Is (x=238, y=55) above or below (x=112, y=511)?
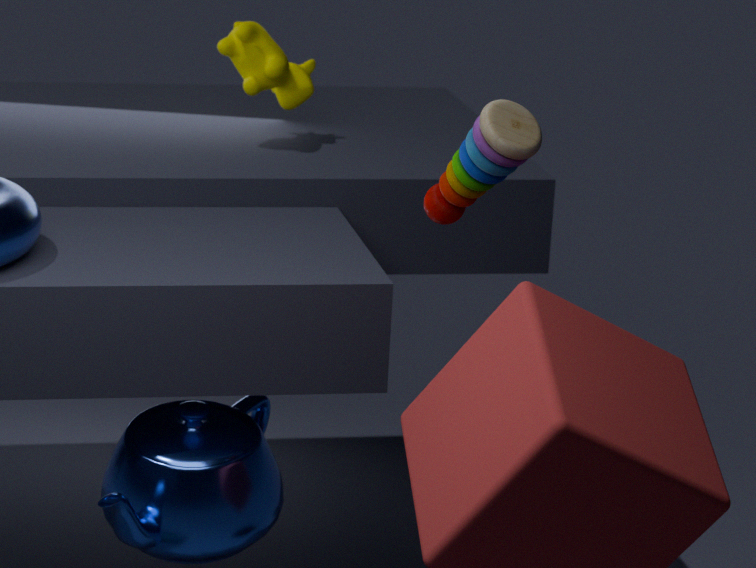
above
